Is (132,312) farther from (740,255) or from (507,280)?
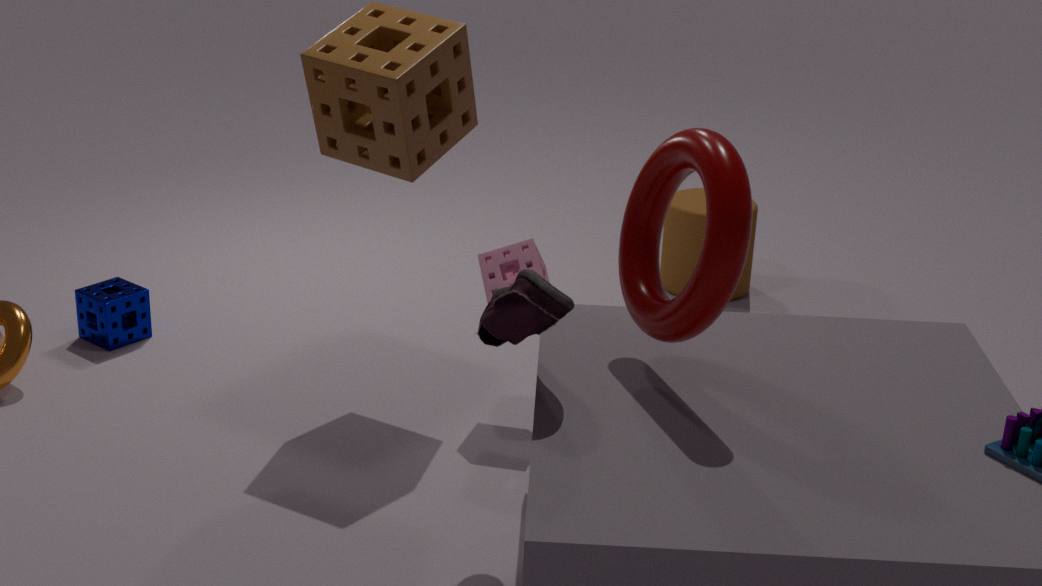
(740,255)
